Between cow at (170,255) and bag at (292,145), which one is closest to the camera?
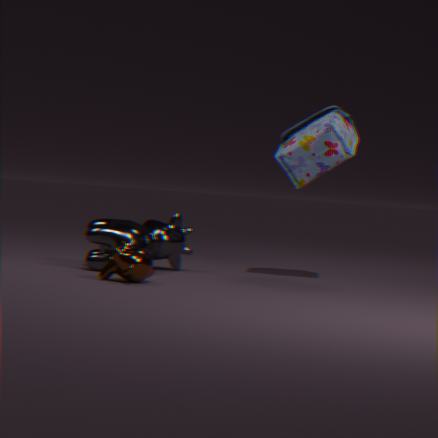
cow at (170,255)
